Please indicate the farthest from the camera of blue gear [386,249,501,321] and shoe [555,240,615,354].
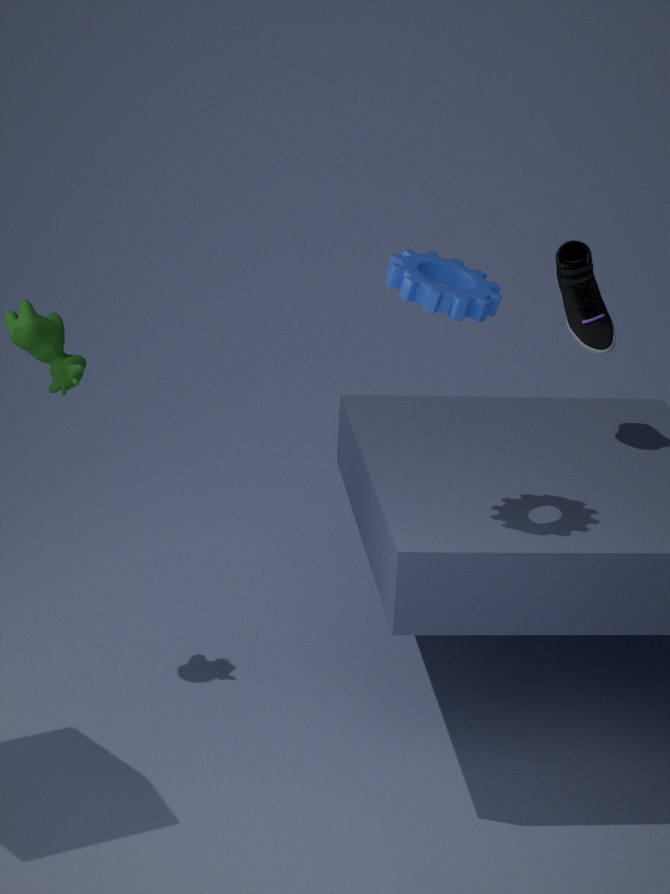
shoe [555,240,615,354]
